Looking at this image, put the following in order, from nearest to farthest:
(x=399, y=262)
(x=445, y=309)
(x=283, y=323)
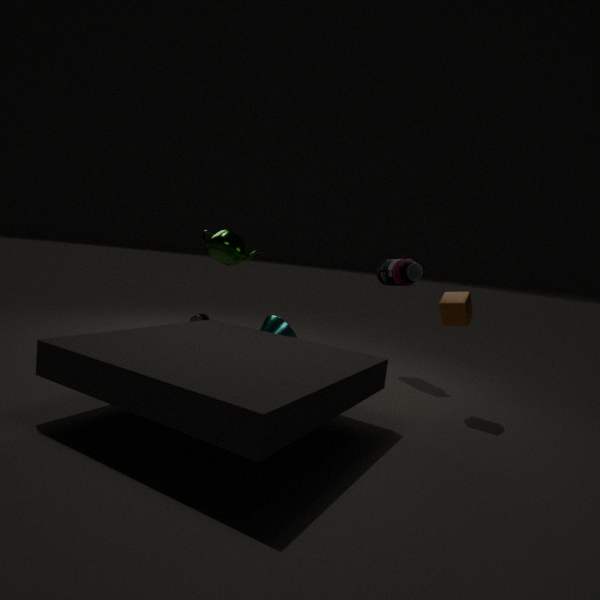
1. (x=445, y=309)
2. (x=399, y=262)
3. (x=283, y=323)
